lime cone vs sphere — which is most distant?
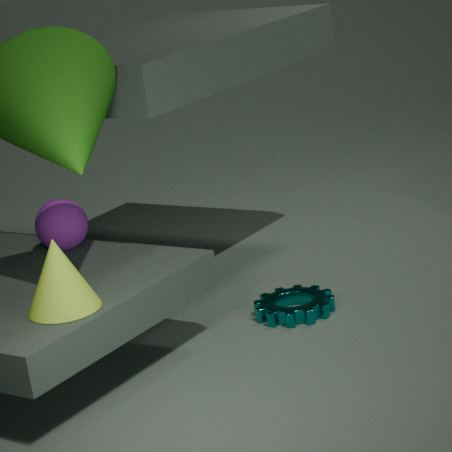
sphere
